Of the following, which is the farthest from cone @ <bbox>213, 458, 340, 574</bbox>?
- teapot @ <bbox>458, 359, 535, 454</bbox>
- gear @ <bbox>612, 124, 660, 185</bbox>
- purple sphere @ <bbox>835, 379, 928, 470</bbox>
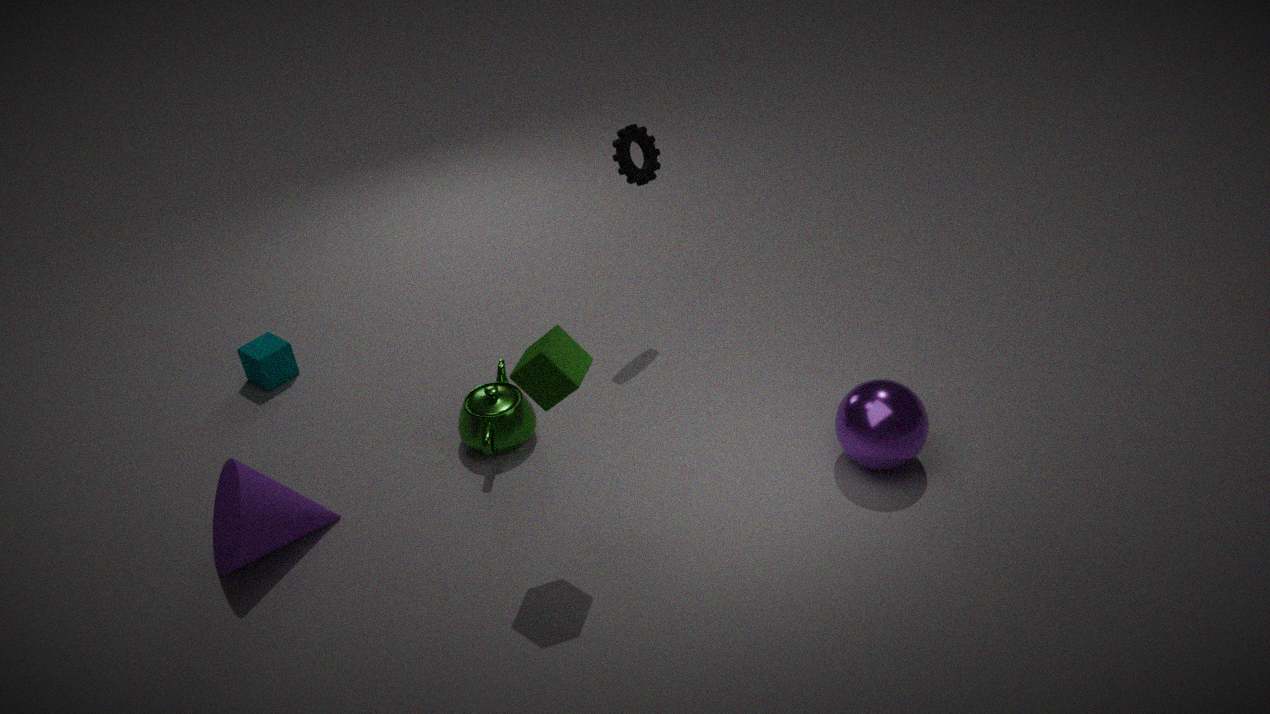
purple sphere @ <bbox>835, 379, 928, 470</bbox>
